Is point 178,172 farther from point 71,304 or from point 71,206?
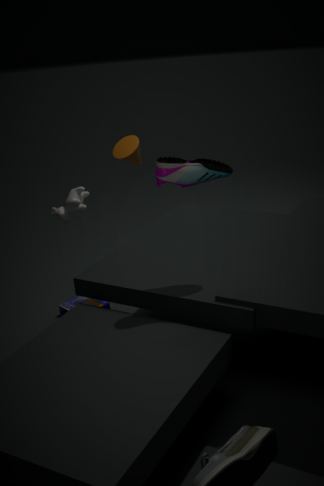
point 71,304
